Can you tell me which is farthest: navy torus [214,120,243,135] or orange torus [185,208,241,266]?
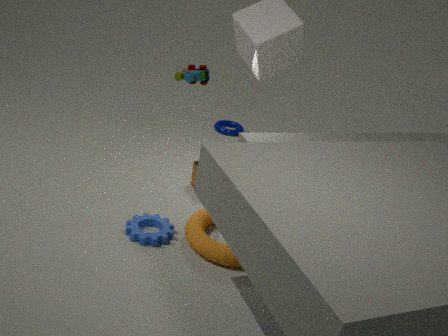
navy torus [214,120,243,135]
